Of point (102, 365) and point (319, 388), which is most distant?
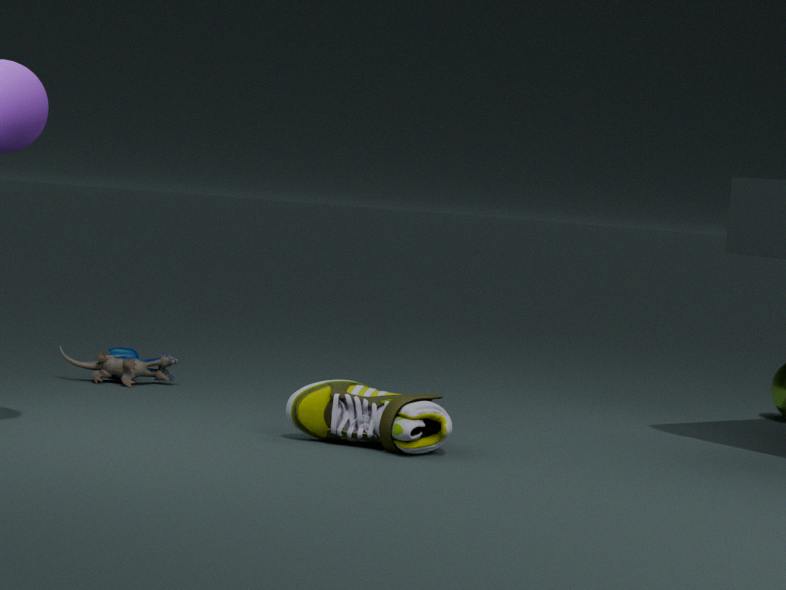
point (102, 365)
